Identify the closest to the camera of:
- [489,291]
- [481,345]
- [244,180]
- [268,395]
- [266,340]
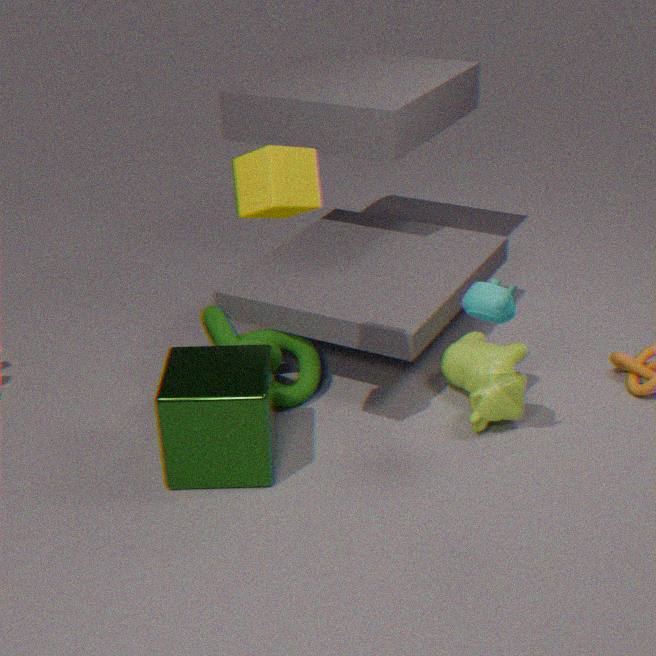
[244,180]
